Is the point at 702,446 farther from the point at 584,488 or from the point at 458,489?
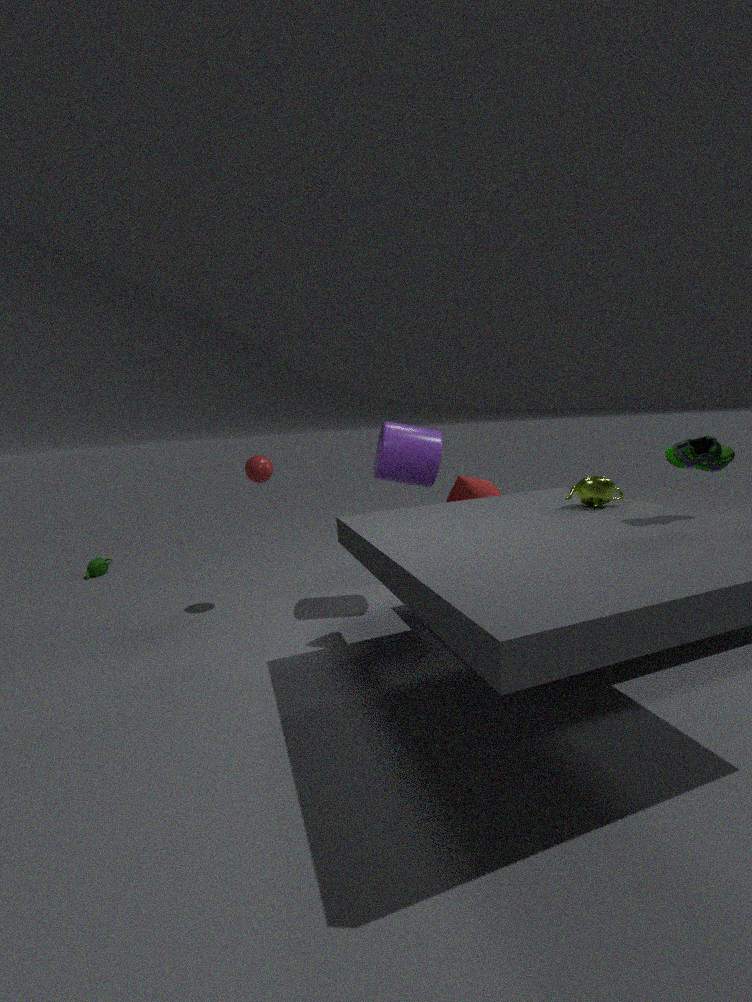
the point at 458,489
